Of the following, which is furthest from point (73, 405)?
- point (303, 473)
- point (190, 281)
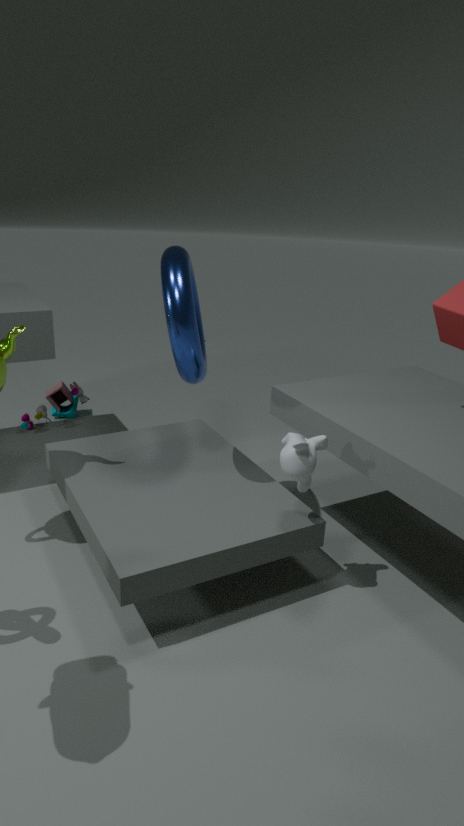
point (303, 473)
